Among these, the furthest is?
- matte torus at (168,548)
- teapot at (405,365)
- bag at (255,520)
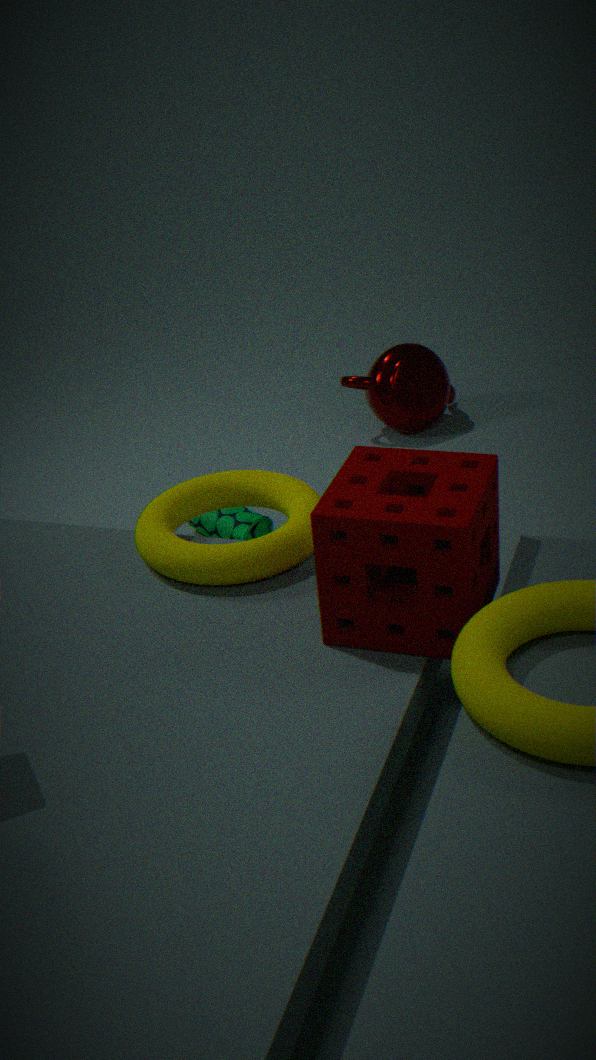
teapot at (405,365)
